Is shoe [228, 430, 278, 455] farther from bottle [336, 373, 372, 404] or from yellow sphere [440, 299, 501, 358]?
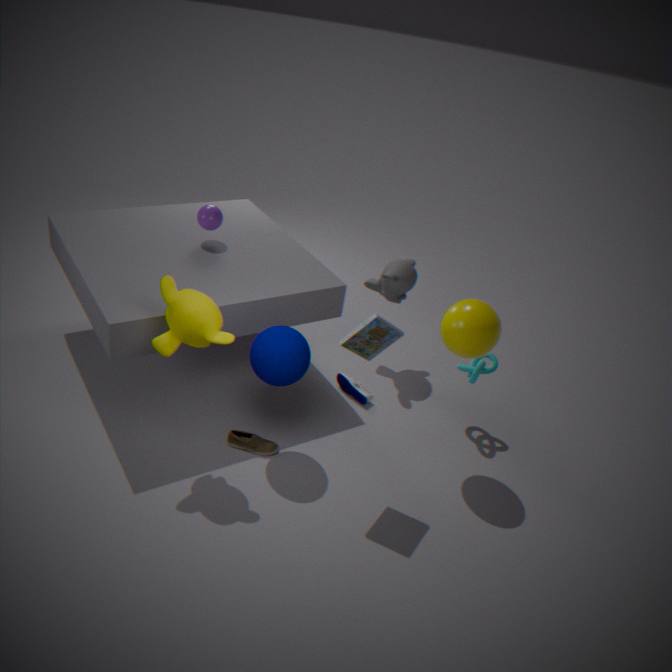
yellow sphere [440, 299, 501, 358]
